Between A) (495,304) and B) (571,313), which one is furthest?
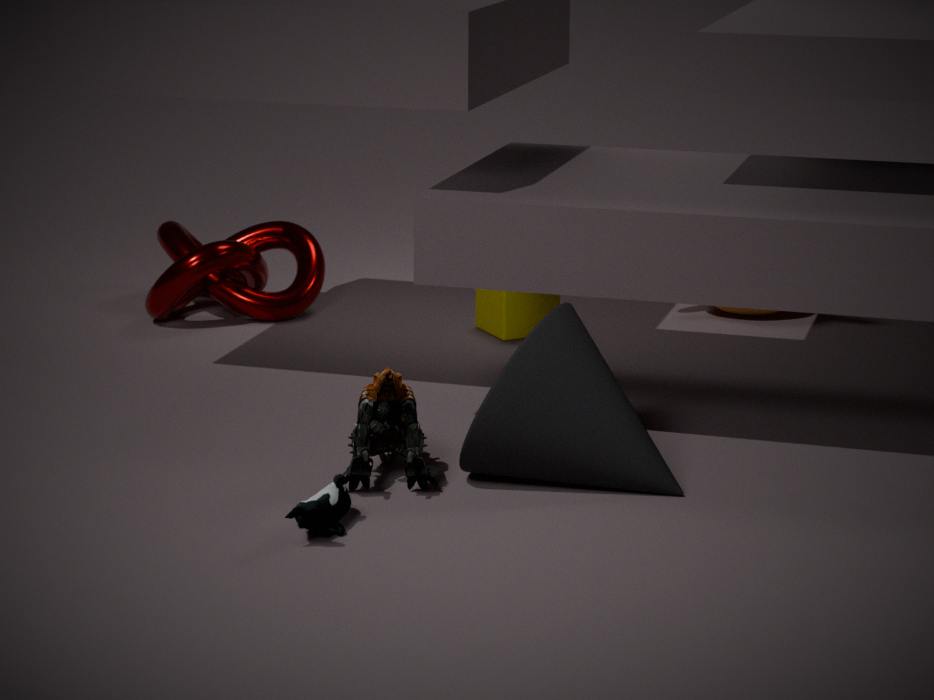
A. (495,304)
